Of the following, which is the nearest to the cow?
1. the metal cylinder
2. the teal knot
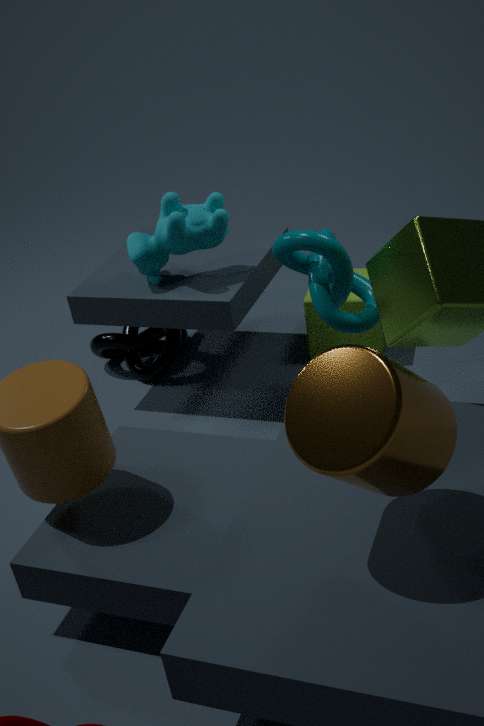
the teal knot
